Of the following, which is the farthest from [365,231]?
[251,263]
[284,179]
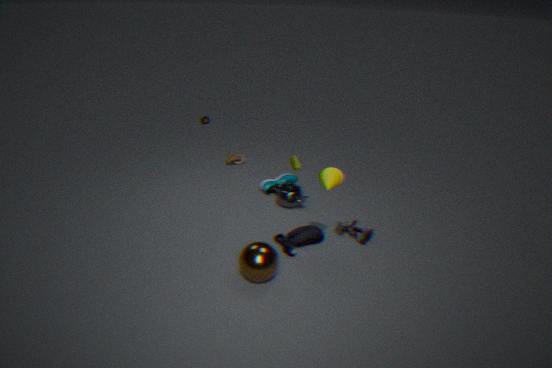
[284,179]
